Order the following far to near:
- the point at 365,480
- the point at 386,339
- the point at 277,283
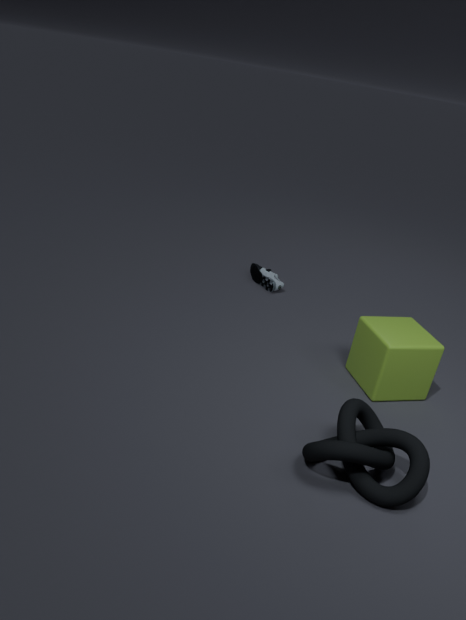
the point at 277,283
the point at 386,339
the point at 365,480
